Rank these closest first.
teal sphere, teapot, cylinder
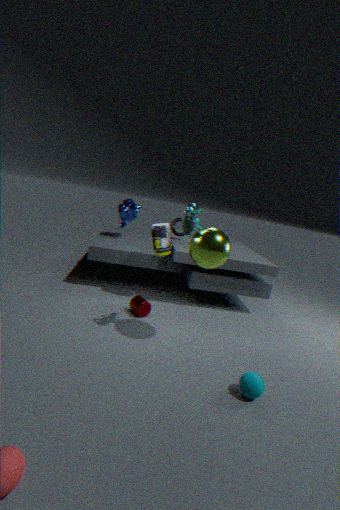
teal sphere < cylinder < teapot
